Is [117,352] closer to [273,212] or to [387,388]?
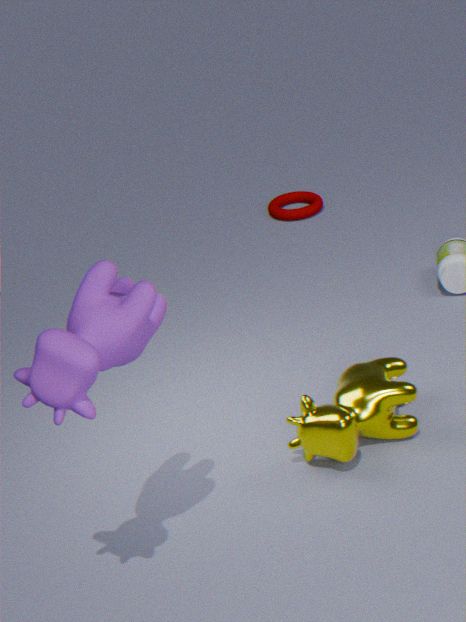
[387,388]
